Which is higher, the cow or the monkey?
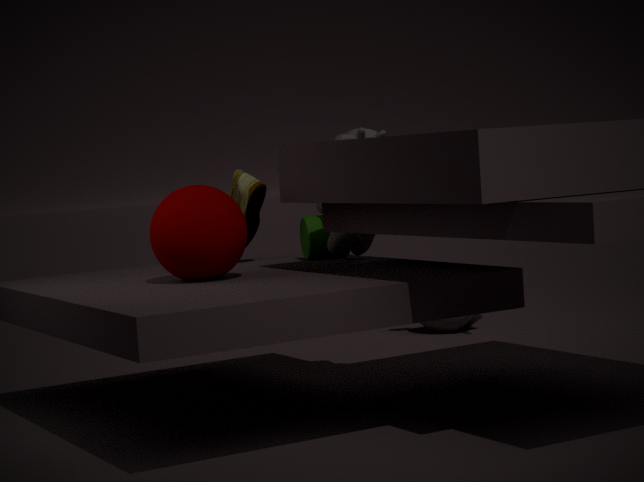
the cow
